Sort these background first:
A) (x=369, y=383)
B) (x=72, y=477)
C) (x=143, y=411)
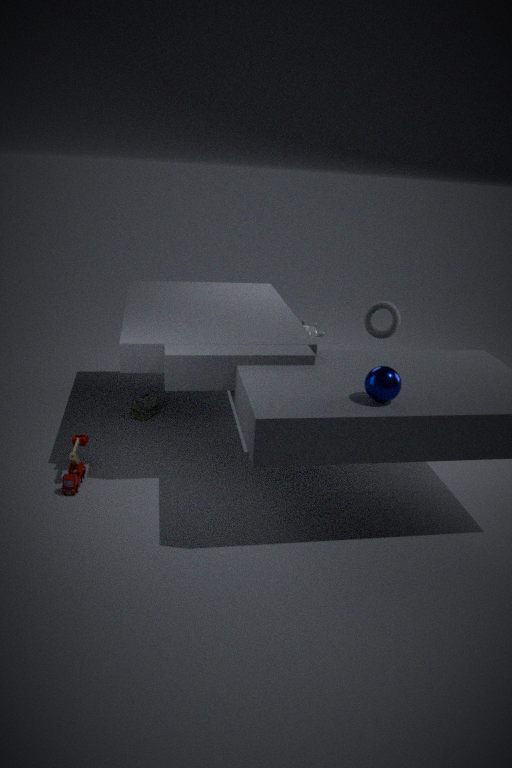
(x=143, y=411)
(x=72, y=477)
(x=369, y=383)
